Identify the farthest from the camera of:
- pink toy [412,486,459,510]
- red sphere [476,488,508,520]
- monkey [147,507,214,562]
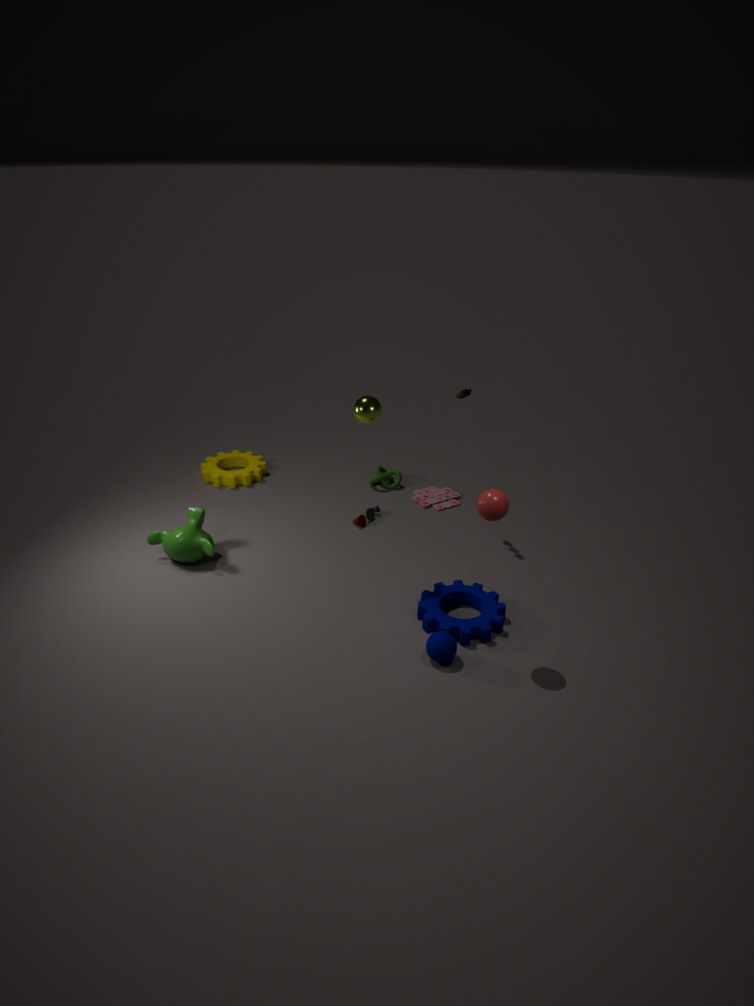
pink toy [412,486,459,510]
